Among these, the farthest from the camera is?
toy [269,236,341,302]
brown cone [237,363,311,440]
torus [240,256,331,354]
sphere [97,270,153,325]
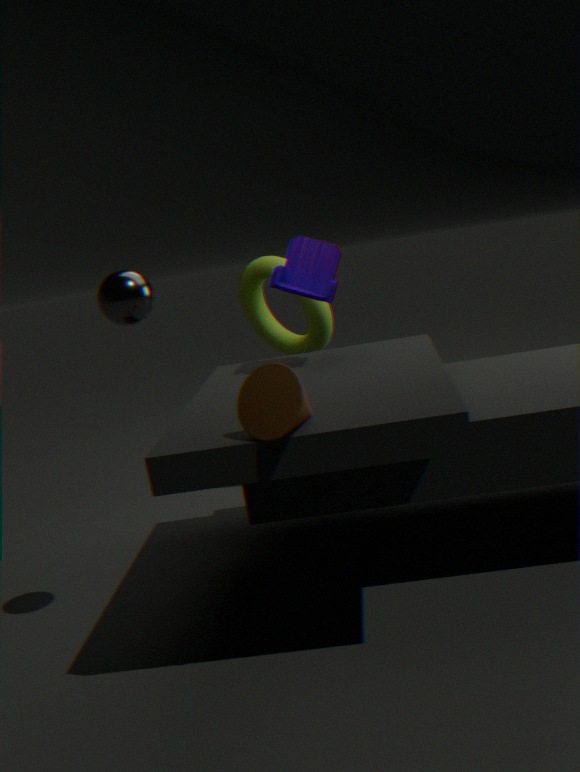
torus [240,256,331,354]
